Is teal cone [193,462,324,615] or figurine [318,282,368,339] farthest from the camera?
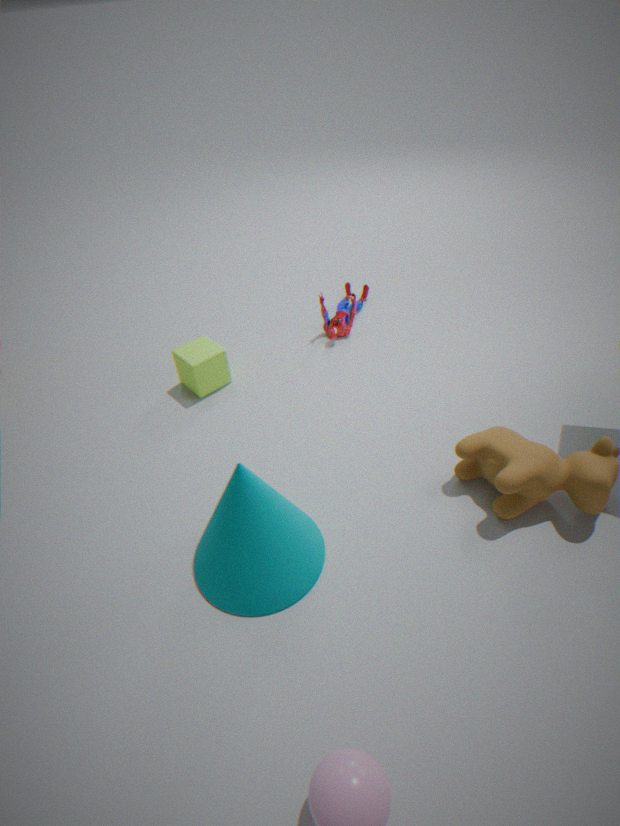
figurine [318,282,368,339]
